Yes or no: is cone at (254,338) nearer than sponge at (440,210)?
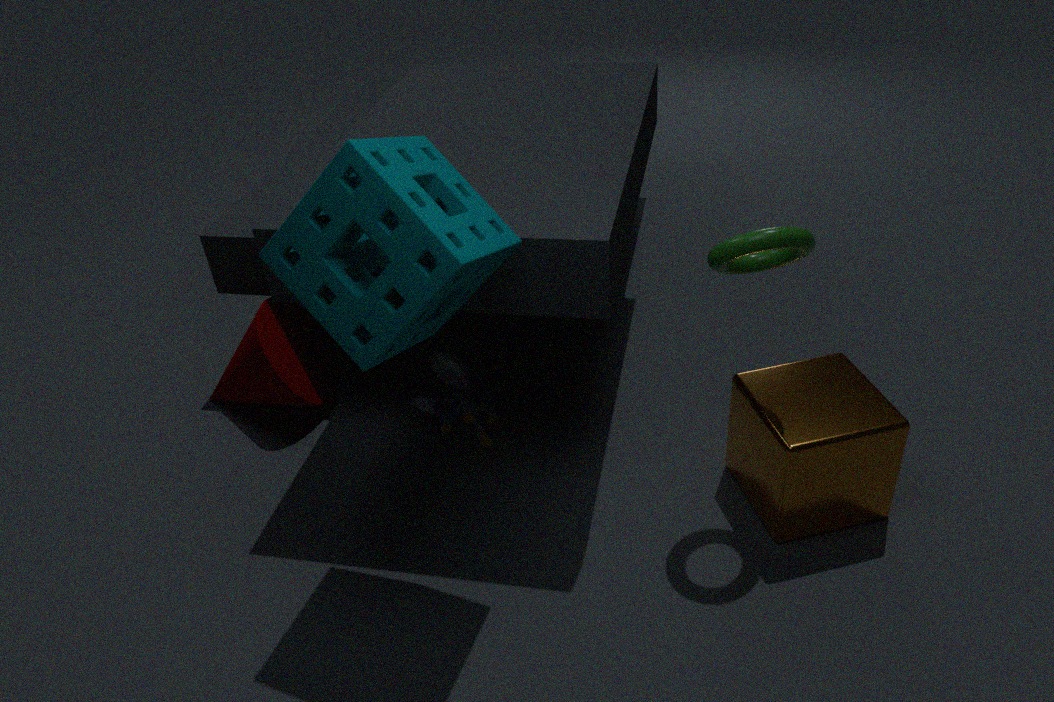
No
